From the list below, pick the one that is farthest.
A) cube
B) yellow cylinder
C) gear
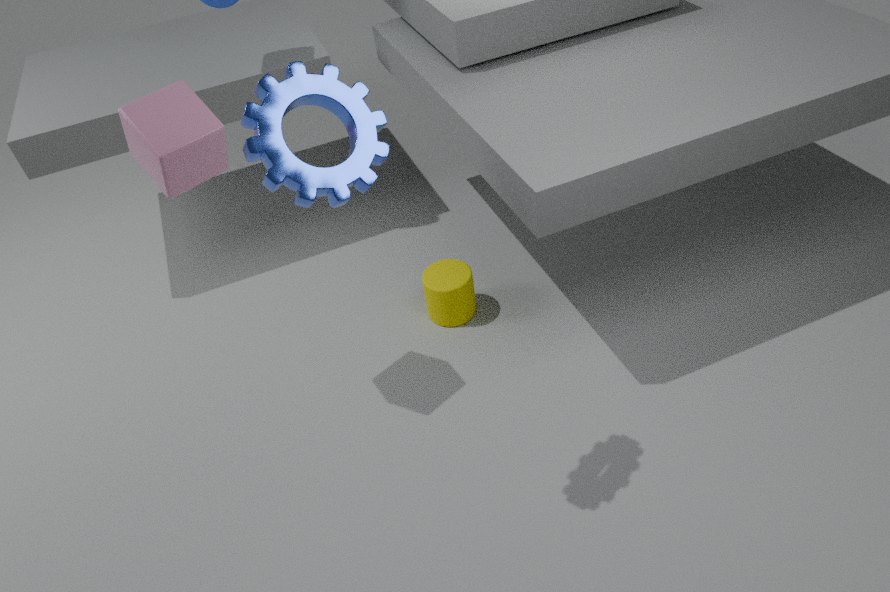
yellow cylinder
